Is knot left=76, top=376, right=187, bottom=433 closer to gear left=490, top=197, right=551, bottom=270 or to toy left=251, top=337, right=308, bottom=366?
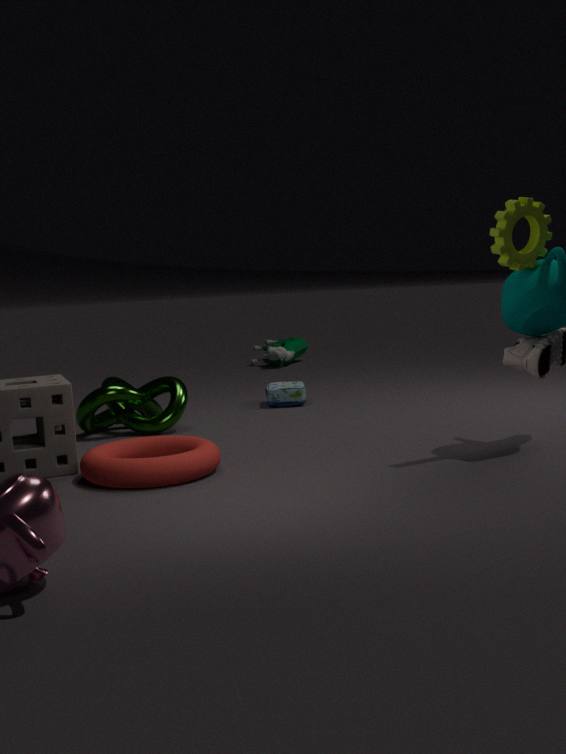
gear left=490, top=197, right=551, bottom=270
